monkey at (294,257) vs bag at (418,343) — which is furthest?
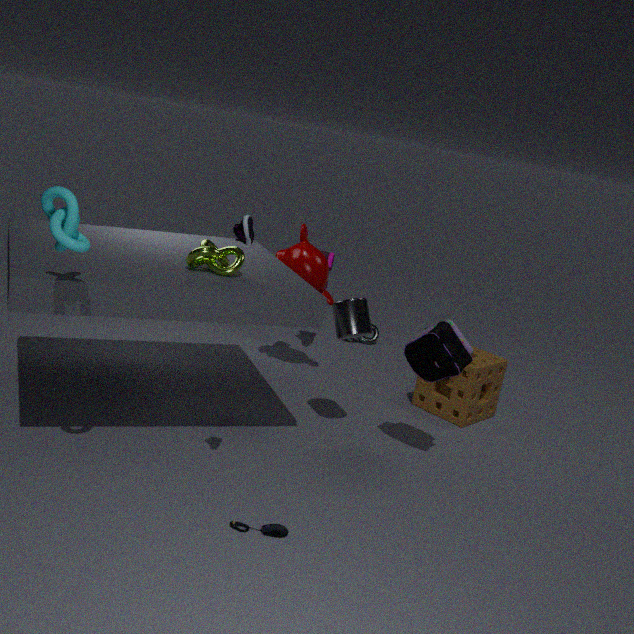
monkey at (294,257)
